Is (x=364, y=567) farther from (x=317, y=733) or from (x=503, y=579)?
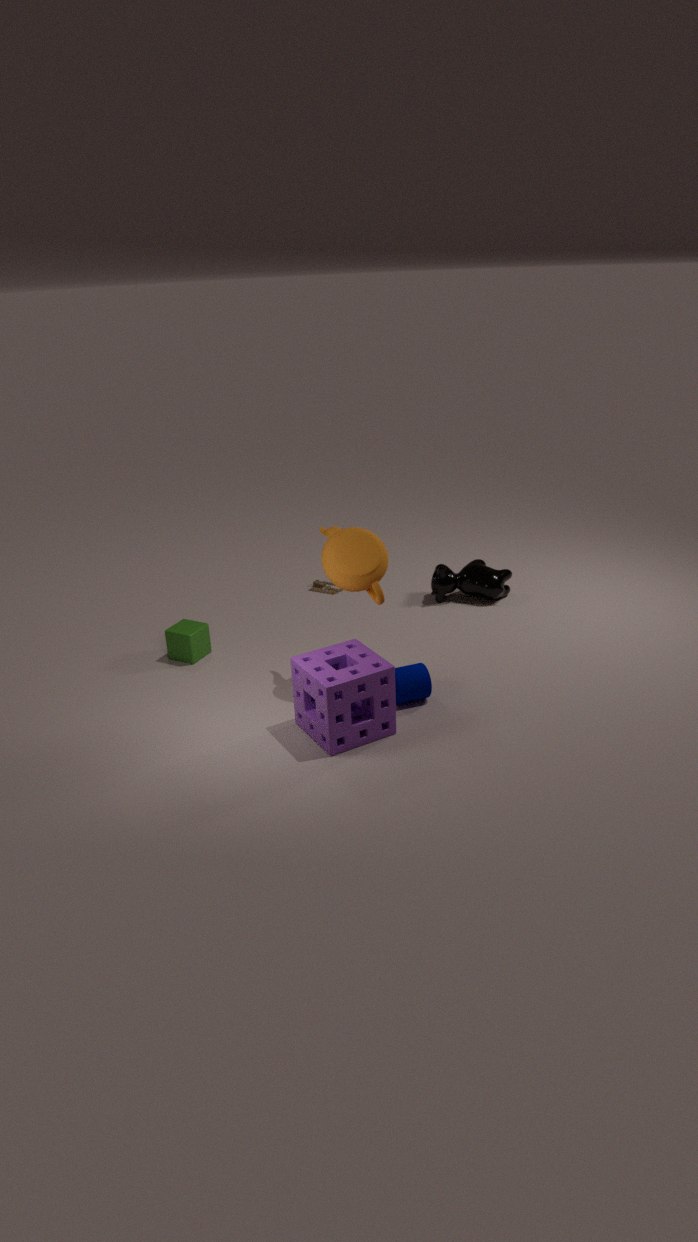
(x=503, y=579)
